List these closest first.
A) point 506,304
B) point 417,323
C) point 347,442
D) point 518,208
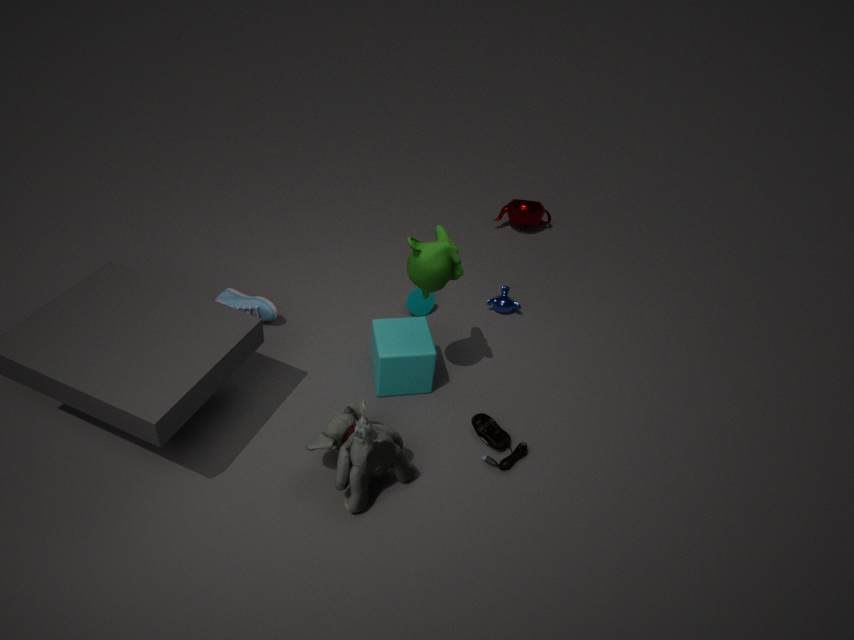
point 347,442, point 417,323, point 506,304, point 518,208
